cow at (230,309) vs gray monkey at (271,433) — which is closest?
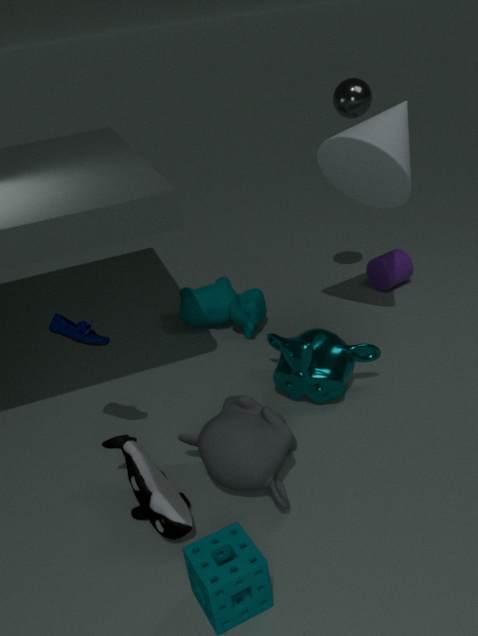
gray monkey at (271,433)
